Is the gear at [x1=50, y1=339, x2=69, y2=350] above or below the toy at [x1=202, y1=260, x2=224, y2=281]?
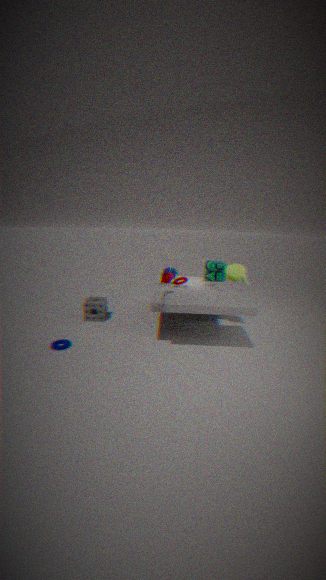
below
